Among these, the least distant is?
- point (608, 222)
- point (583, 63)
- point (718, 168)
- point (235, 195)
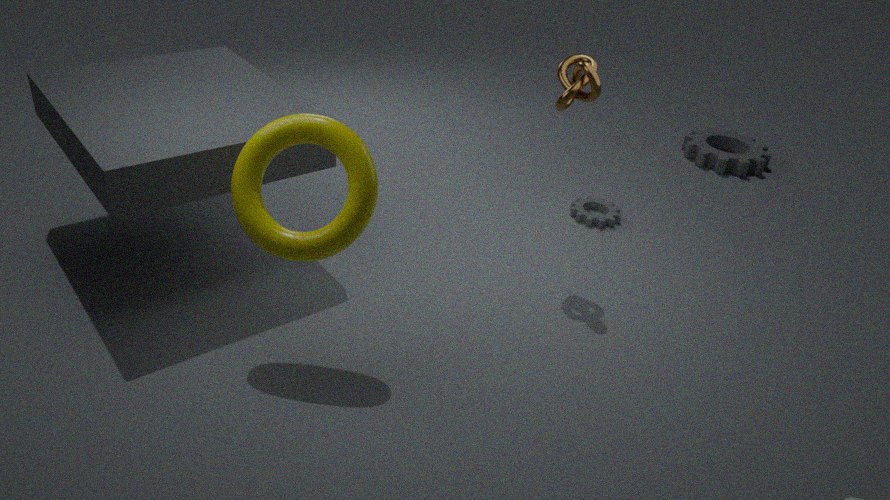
point (235, 195)
